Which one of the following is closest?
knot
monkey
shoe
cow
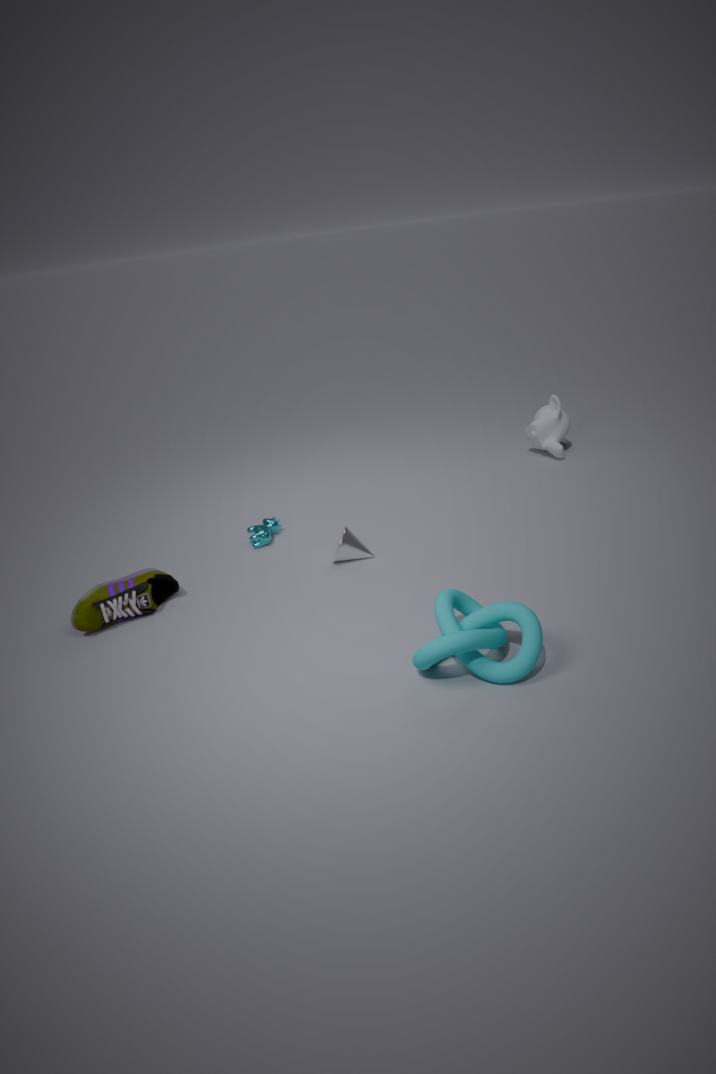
knot
